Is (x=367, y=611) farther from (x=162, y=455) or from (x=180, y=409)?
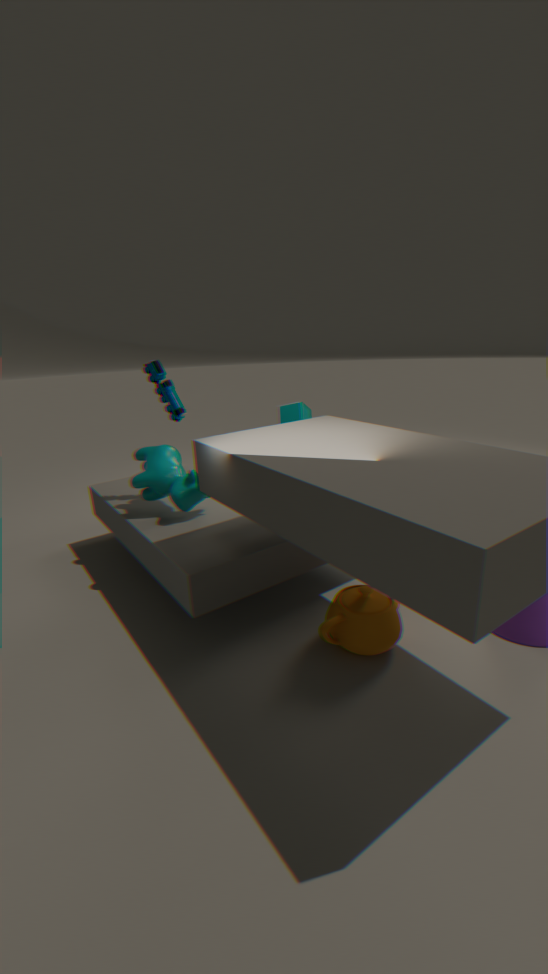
(x=180, y=409)
